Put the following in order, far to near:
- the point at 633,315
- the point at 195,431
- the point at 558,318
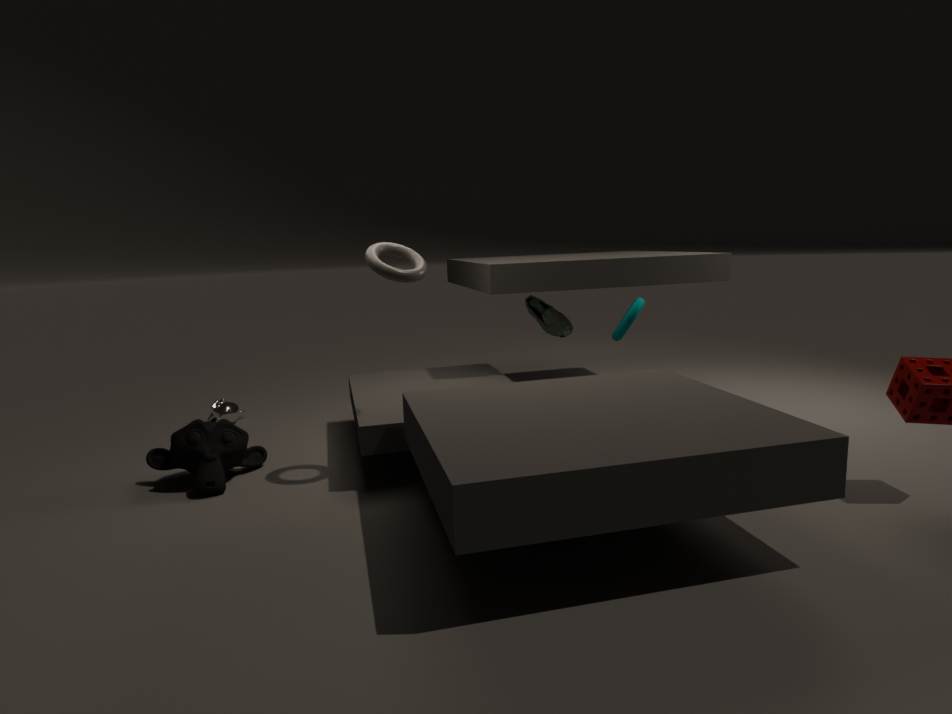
the point at 558,318 → the point at 633,315 → the point at 195,431
